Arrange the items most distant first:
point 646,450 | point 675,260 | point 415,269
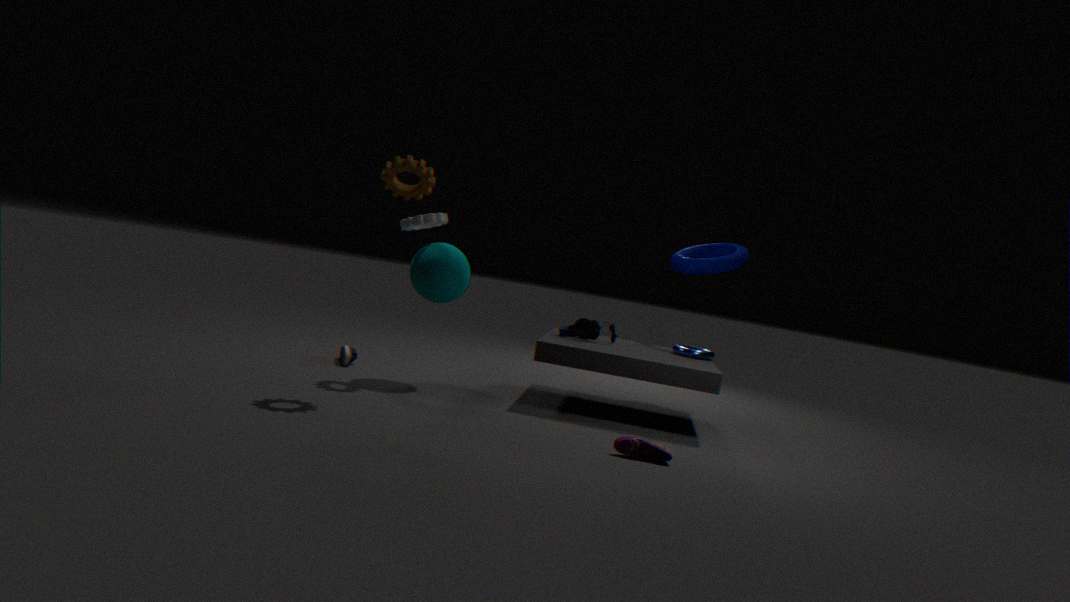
point 675,260 → point 415,269 → point 646,450
